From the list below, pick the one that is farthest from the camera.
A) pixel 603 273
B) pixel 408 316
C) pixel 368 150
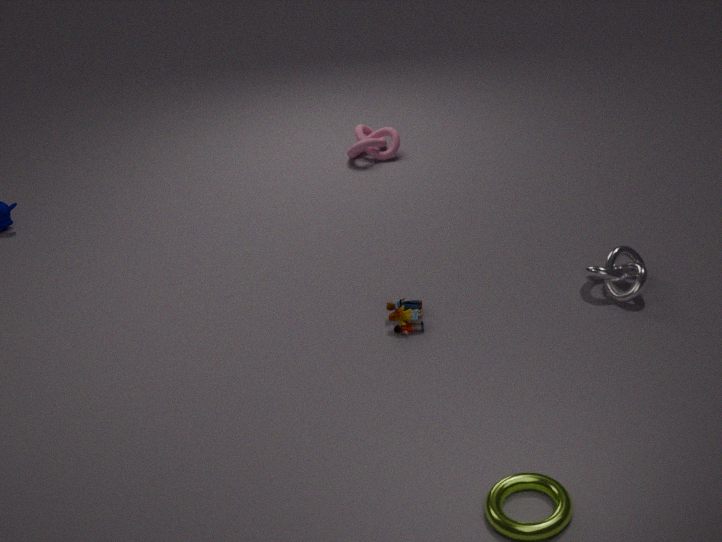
pixel 368 150
